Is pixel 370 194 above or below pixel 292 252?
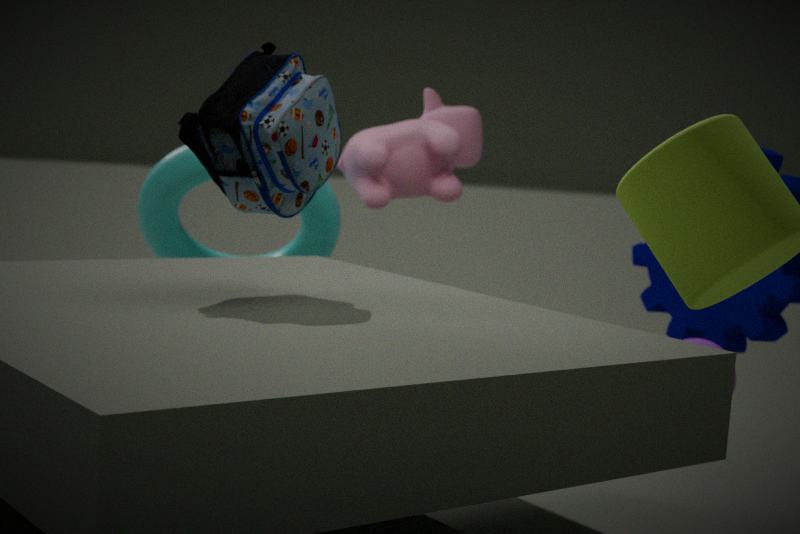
above
